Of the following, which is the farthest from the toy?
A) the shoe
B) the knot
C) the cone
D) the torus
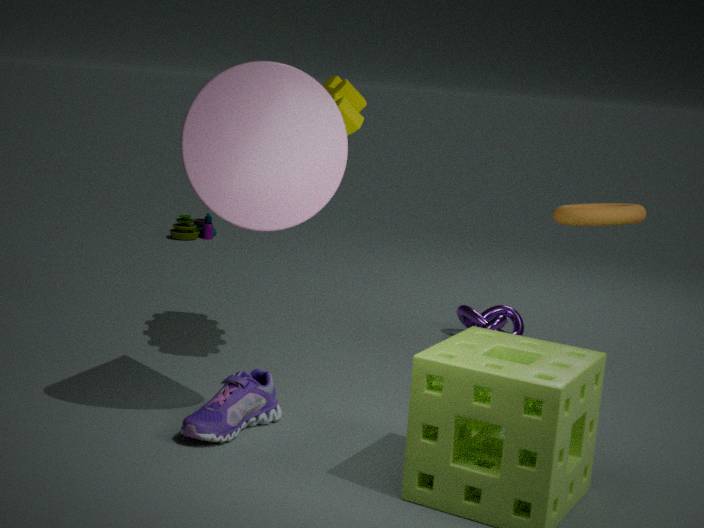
the torus
